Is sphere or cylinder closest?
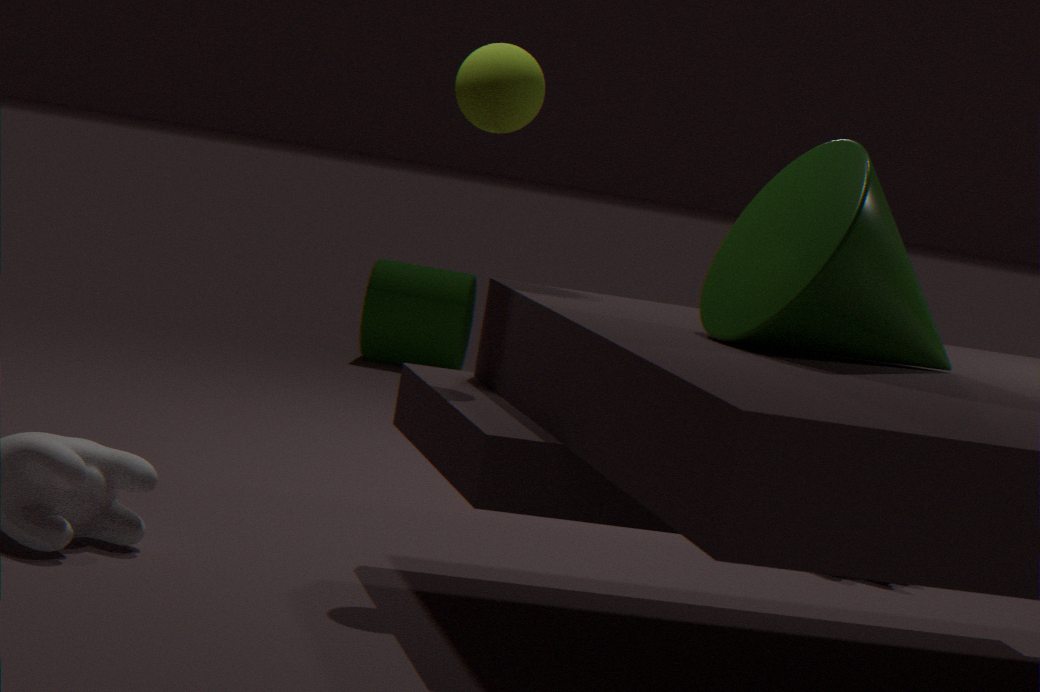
sphere
